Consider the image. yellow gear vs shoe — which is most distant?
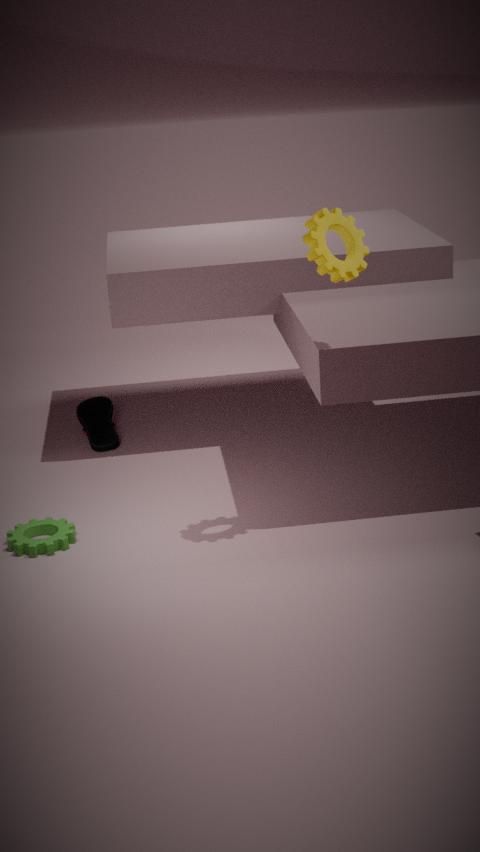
shoe
